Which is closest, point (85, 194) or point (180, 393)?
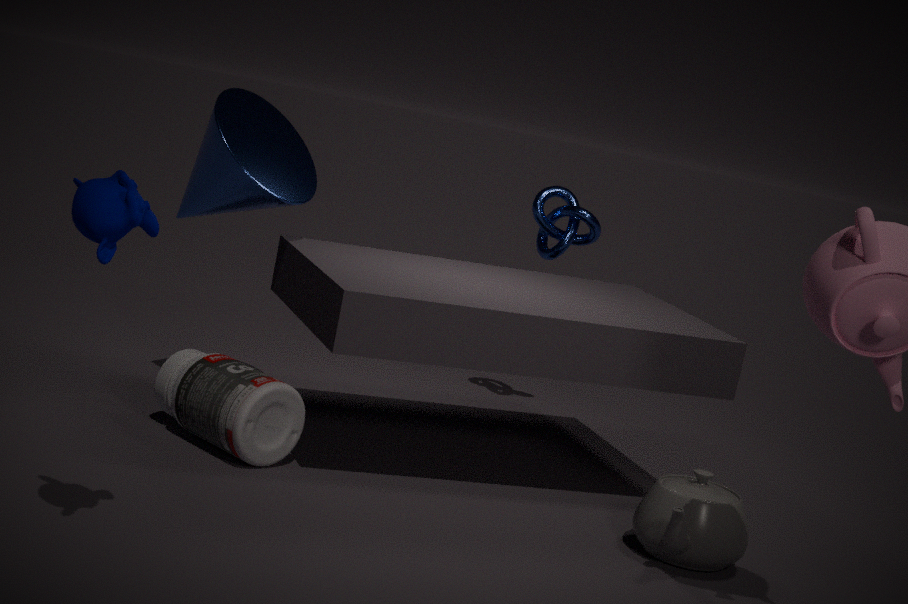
point (85, 194)
